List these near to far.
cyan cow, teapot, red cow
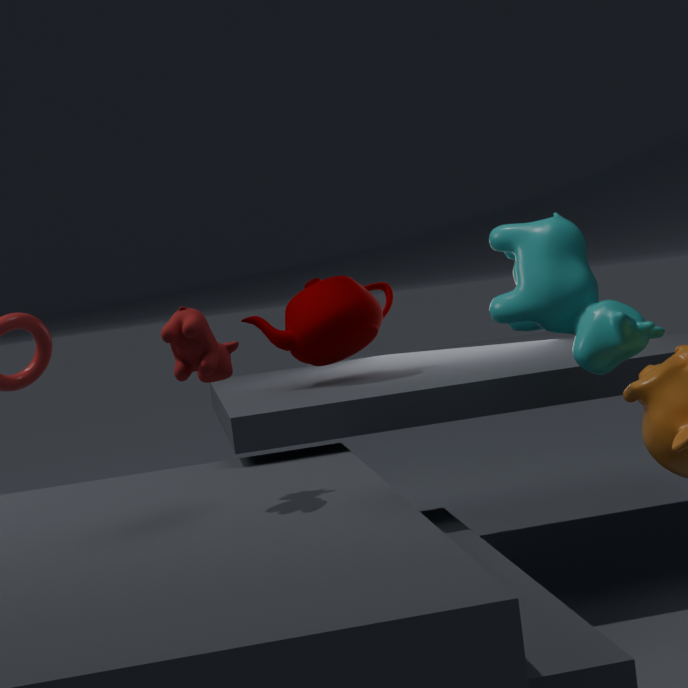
red cow → cyan cow → teapot
